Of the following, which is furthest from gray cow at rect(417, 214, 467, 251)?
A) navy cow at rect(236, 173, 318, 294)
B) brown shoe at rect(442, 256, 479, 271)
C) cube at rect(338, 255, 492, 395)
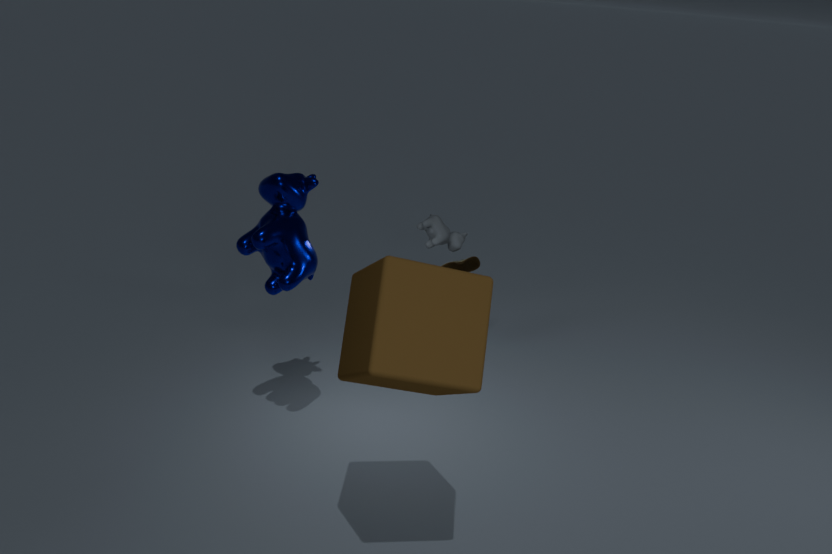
cube at rect(338, 255, 492, 395)
